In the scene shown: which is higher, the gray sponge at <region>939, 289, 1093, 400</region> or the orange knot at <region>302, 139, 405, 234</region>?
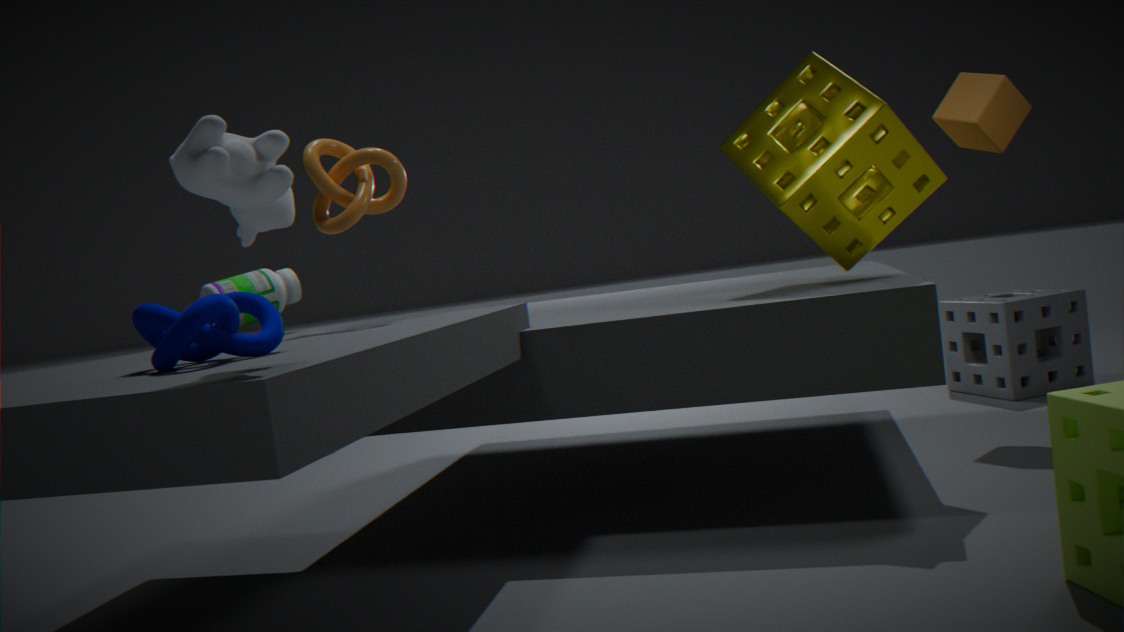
the orange knot at <region>302, 139, 405, 234</region>
